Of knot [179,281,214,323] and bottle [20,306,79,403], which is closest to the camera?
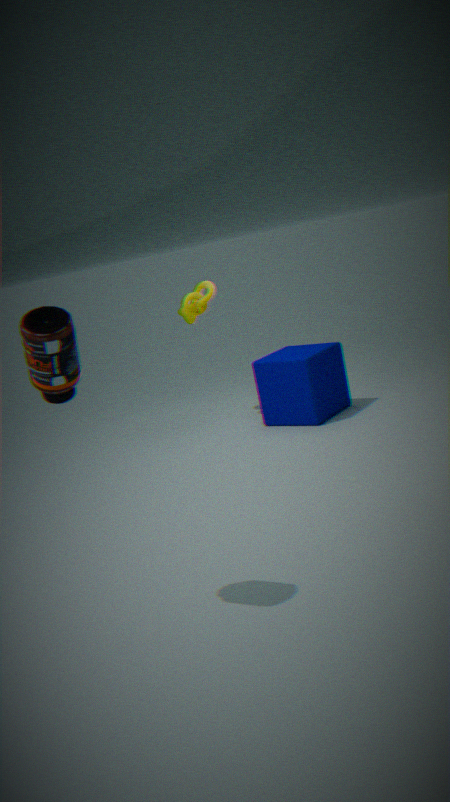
bottle [20,306,79,403]
